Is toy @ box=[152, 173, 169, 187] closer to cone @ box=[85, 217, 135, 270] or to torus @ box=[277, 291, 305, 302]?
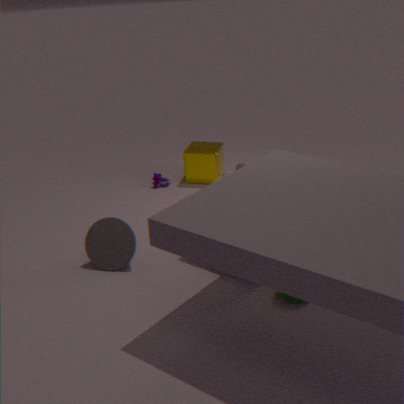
cone @ box=[85, 217, 135, 270]
